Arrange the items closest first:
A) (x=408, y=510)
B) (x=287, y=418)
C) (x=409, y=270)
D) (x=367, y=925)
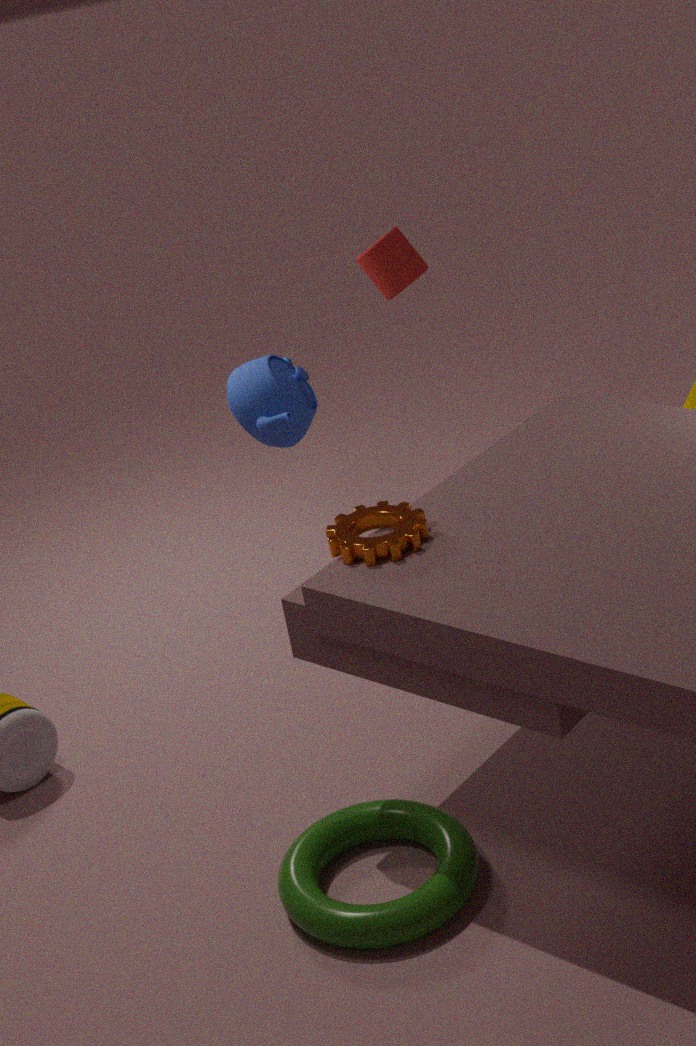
1. (x=367, y=925)
2. (x=408, y=510)
3. (x=287, y=418)
4. (x=409, y=270)
